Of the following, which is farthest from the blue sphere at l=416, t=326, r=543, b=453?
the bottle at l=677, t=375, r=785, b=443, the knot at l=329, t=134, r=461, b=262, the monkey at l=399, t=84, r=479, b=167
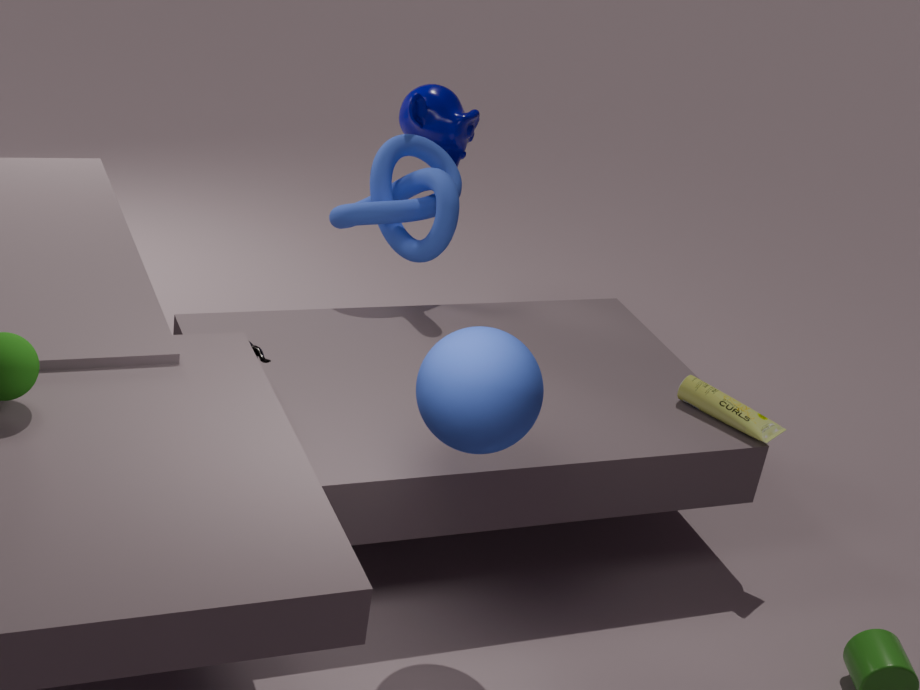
the monkey at l=399, t=84, r=479, b=167
